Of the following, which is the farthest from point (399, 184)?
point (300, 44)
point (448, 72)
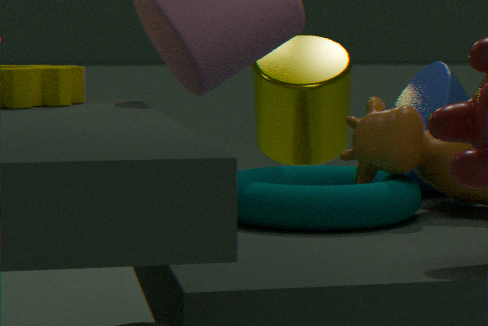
point (300, 44)
